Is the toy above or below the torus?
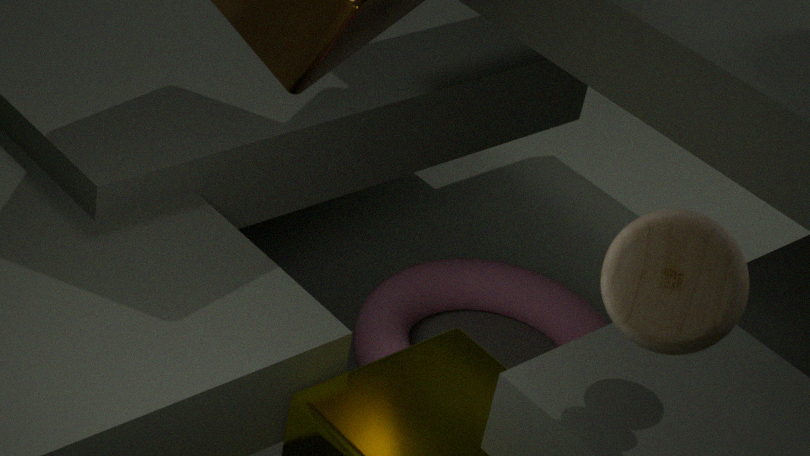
above
